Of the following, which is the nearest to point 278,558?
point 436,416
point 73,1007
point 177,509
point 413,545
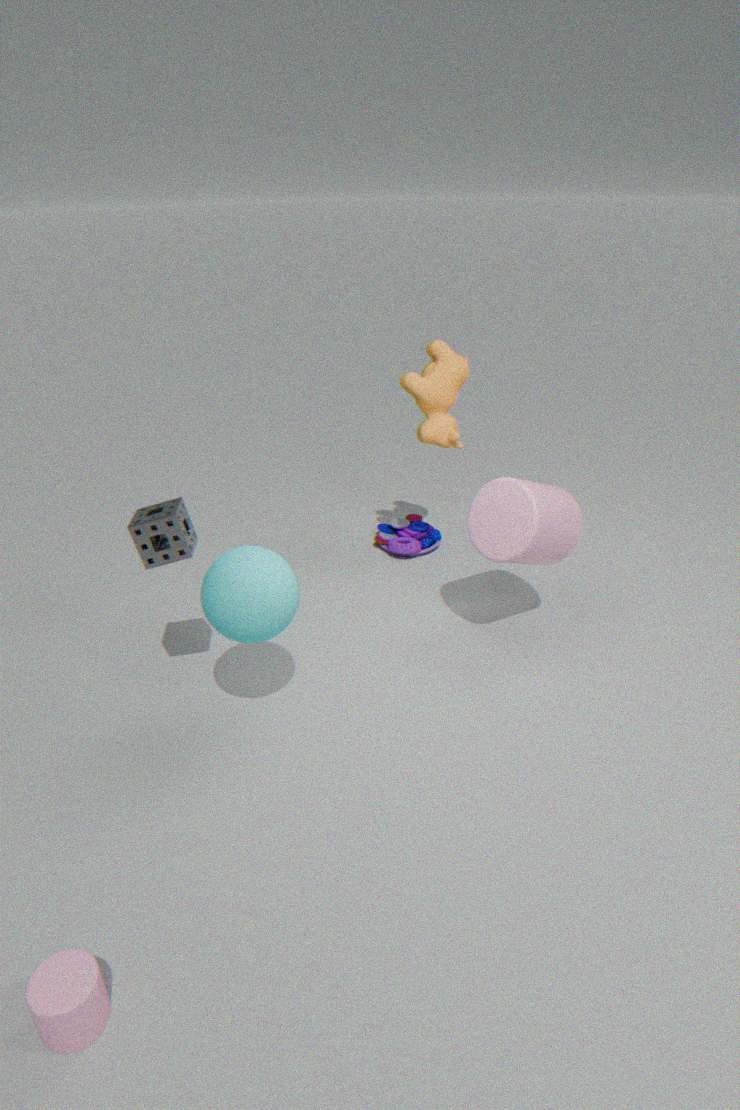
point 177,509
